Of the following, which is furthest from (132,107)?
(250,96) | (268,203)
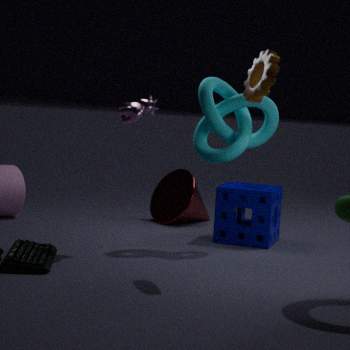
(268,203)
